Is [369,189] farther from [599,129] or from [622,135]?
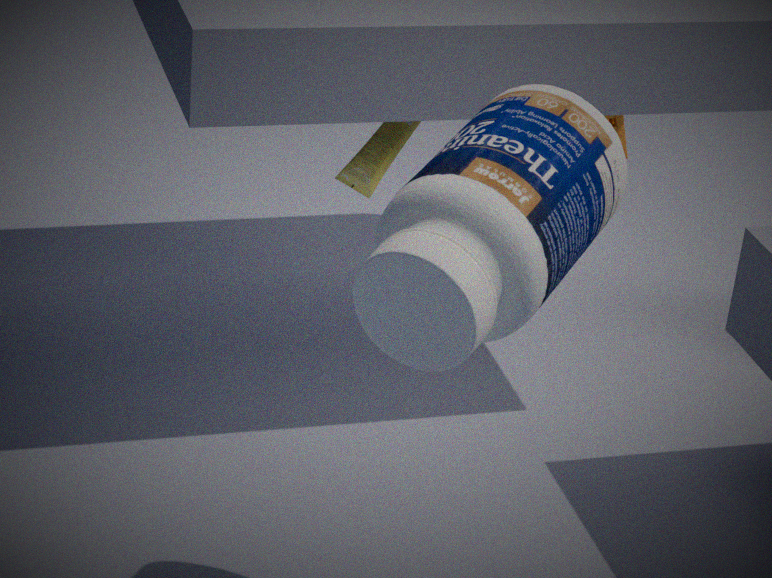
[599,129]
